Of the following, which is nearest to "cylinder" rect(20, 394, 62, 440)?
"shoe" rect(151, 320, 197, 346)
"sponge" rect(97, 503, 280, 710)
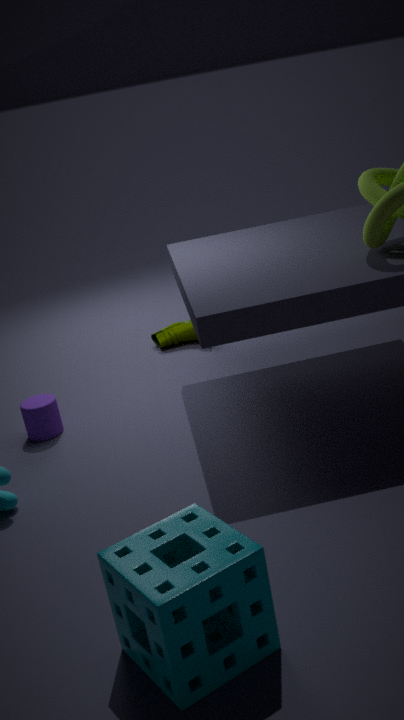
"shoe" rect(151, 320, 197, 346)
